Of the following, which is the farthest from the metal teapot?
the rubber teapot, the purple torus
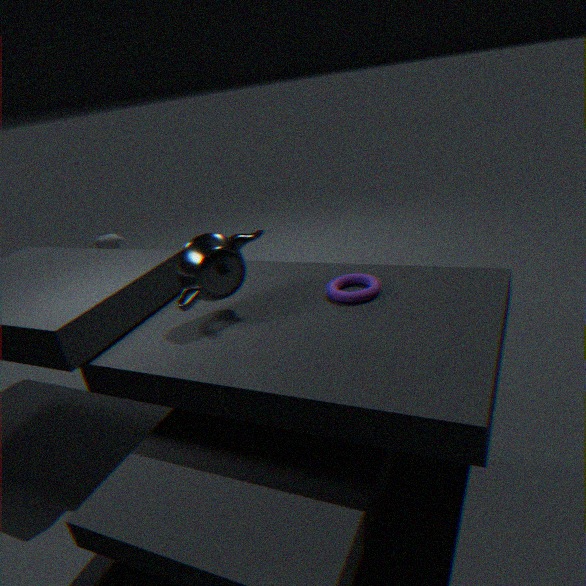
the rubber teapot
